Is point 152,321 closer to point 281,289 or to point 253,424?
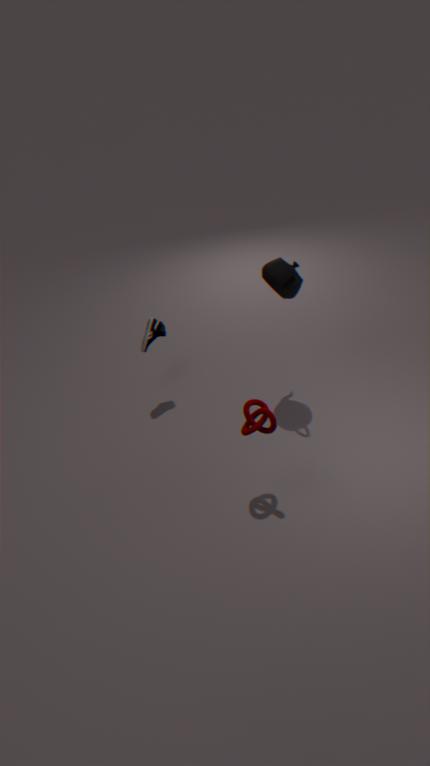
point 281,289
